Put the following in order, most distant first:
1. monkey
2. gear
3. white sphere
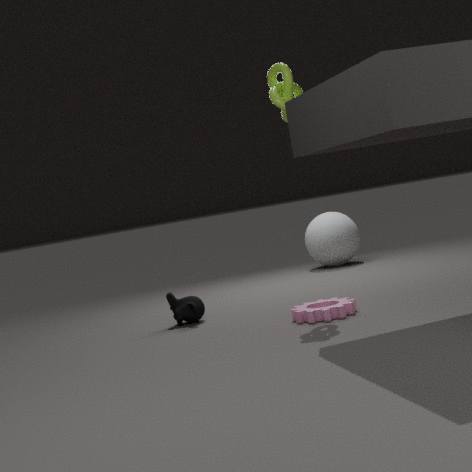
white sphere, monkey, gear
